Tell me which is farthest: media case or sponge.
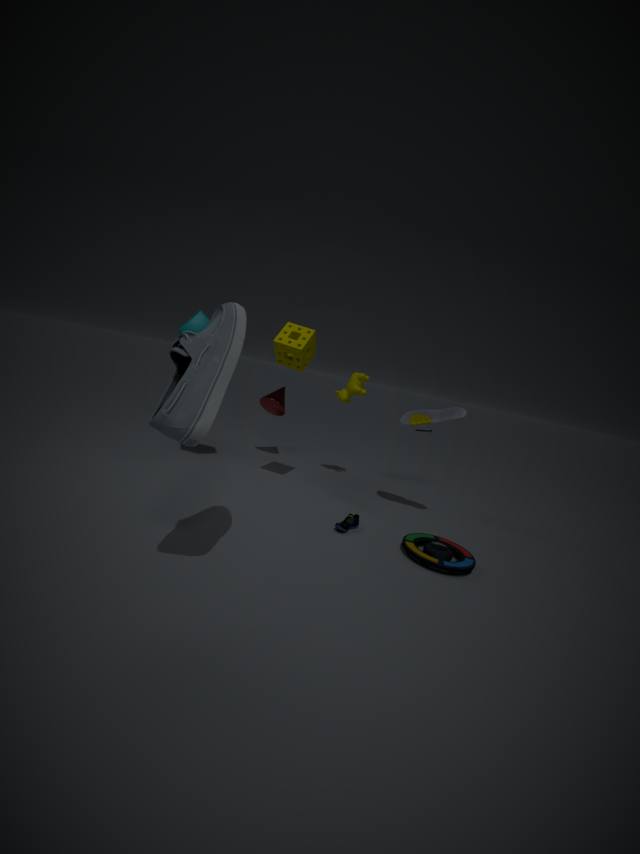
sponge
